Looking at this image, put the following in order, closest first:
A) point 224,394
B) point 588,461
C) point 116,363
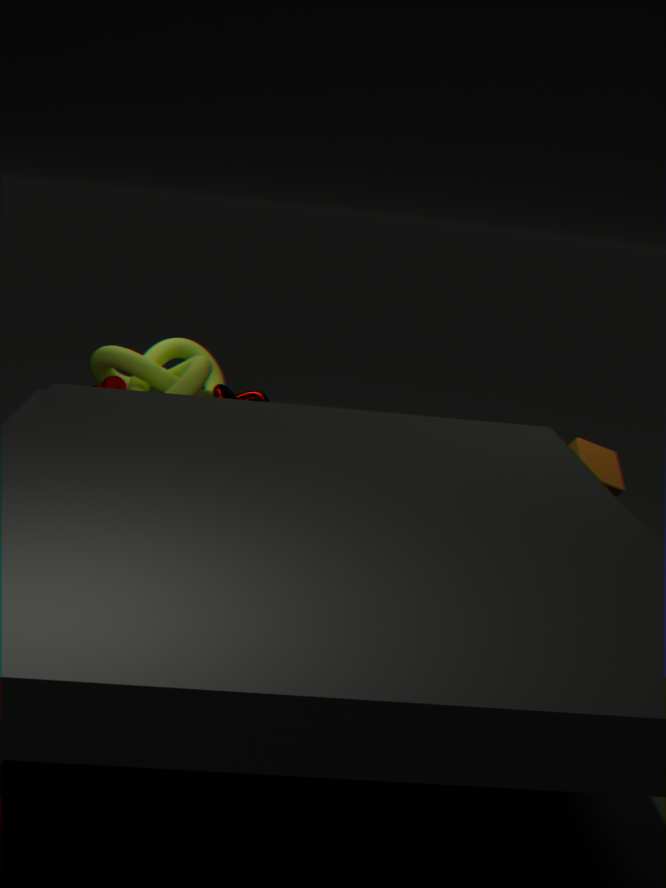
point 588,461 → point 116,363 → point 224,394
